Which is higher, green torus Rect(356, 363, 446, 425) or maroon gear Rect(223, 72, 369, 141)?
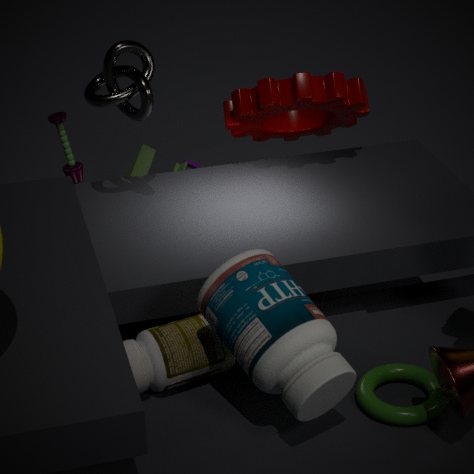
maroon gear Rect(223, 72, 369, 141)
